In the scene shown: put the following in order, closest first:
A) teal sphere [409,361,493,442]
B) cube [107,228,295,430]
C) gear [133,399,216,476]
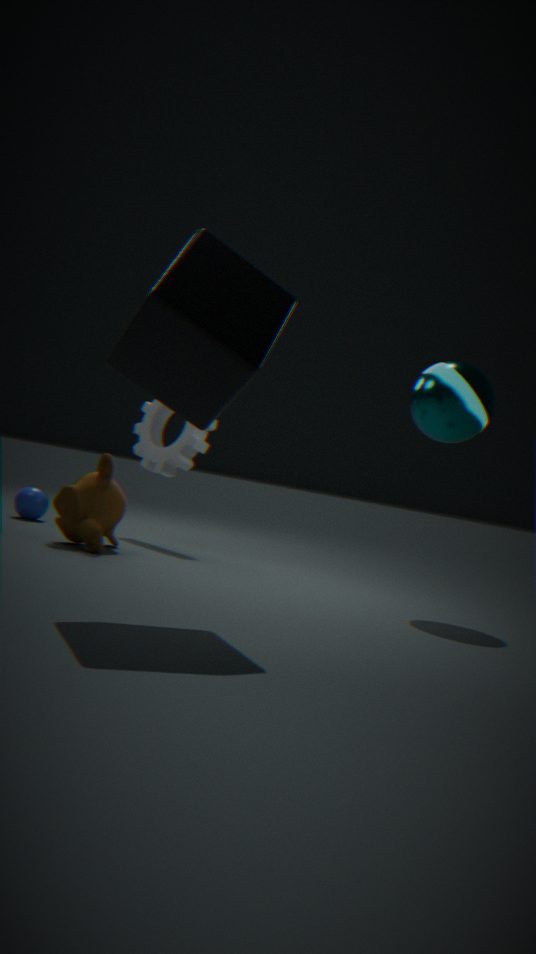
cube [107,228,295,430] < teal sphere [409,361,493,442] < gear [133,399,216,476]
